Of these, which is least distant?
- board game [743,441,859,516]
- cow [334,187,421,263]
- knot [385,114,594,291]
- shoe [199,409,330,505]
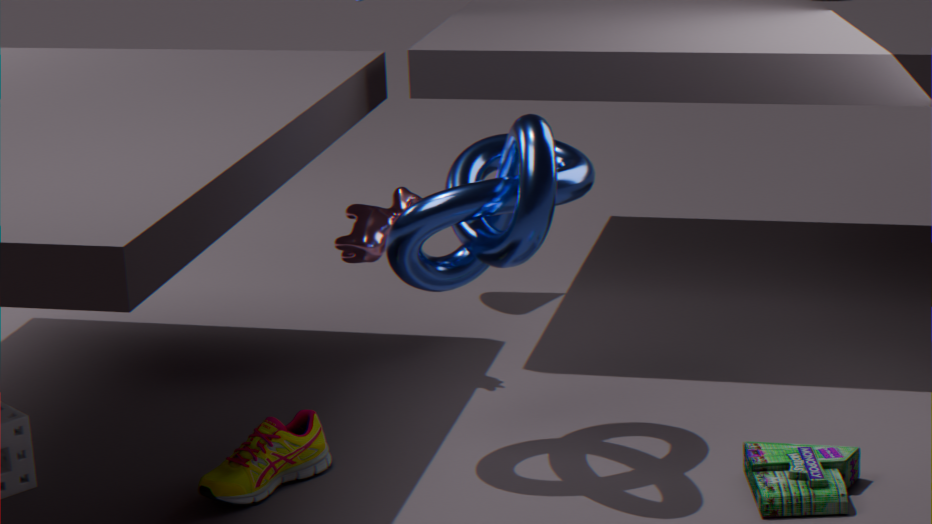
board game [743,441,859,516]
